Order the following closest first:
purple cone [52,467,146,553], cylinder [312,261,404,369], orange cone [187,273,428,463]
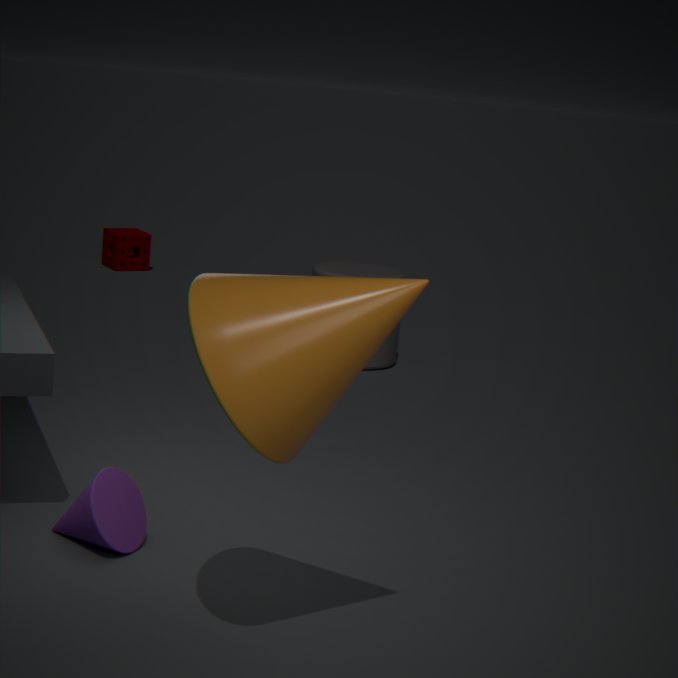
1. orange cone [187,273,428,463]
2. purple cone [52,467,146,553]
3. cylinder [312,261,404,369]
